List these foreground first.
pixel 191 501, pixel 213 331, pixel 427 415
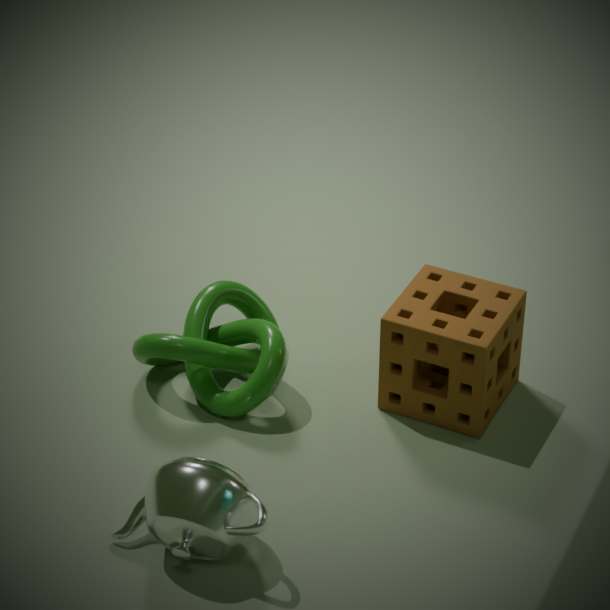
pixel 191 501 → pixel 427 415 → pixel 213 331
